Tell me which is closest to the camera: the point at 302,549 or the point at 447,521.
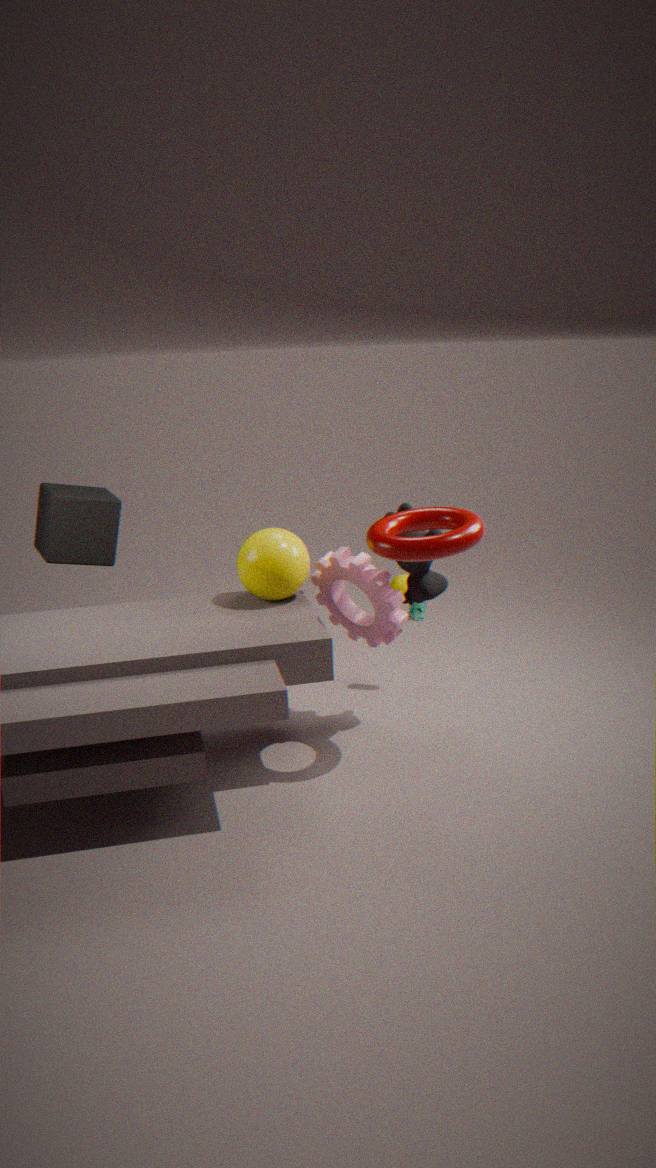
the point at 447,521
